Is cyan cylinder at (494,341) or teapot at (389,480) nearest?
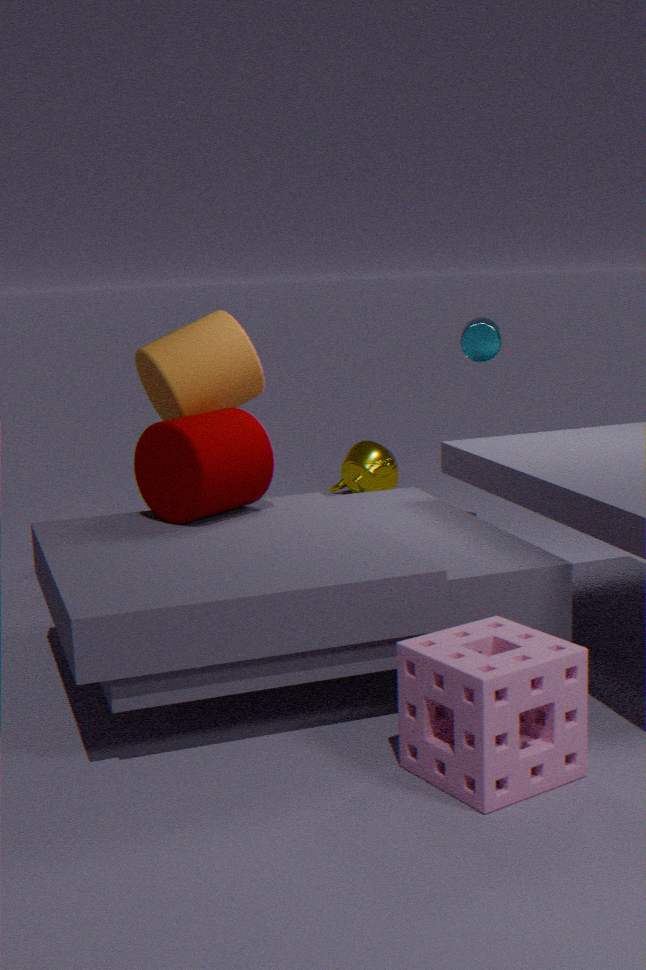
cyan cylinder at (494,341)
